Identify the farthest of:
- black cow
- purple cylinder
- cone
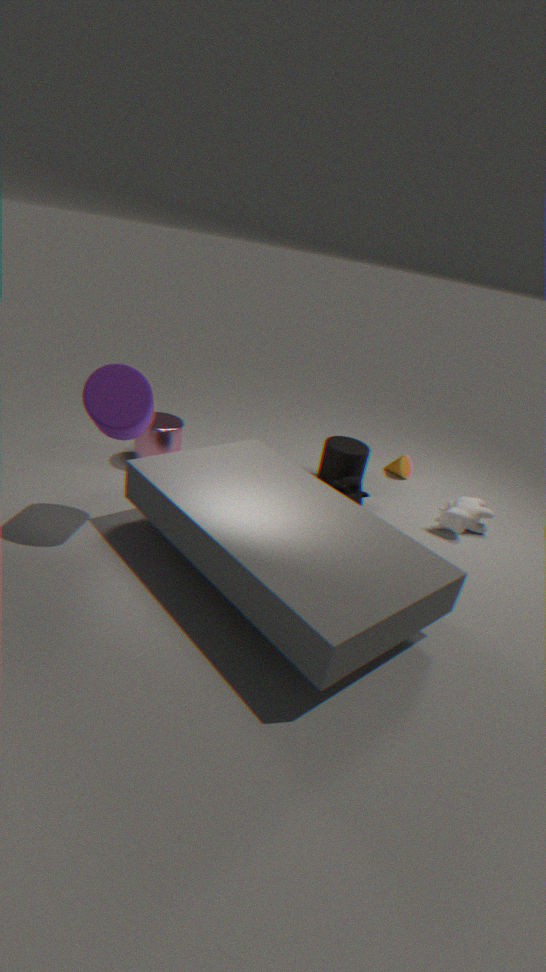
cone
